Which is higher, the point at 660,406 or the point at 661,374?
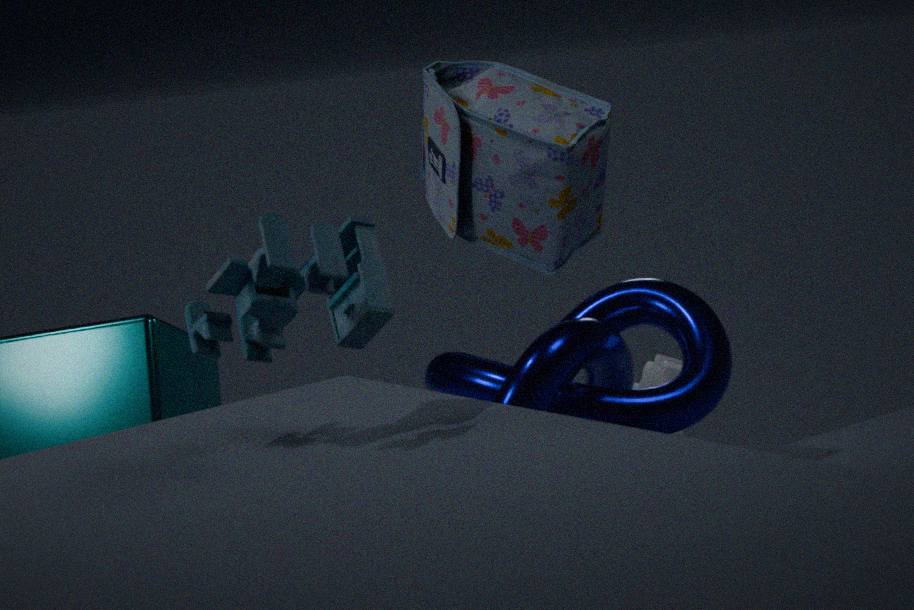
the point at 660,406
